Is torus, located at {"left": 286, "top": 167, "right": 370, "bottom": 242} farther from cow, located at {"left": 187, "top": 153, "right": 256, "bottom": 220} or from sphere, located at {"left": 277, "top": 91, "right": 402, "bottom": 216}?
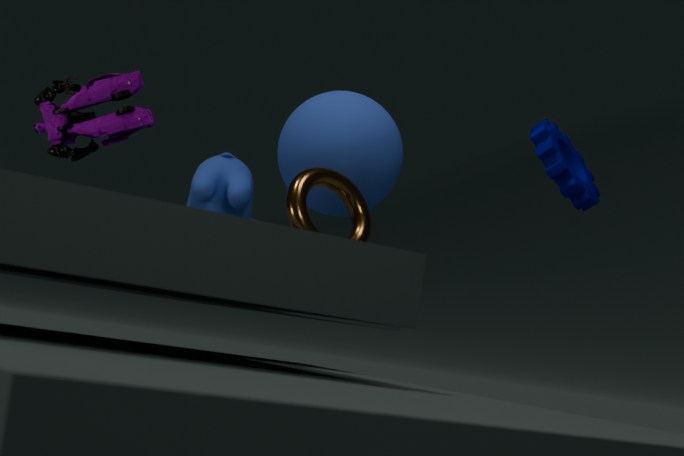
cow, located at {"left": 187, "top": 153, "right": 256, "bottom": 220}
